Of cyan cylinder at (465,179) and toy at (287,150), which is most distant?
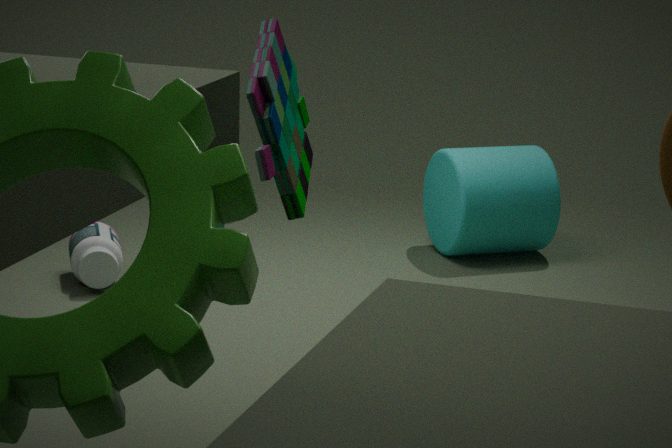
cyan cylinder at (465,179)
